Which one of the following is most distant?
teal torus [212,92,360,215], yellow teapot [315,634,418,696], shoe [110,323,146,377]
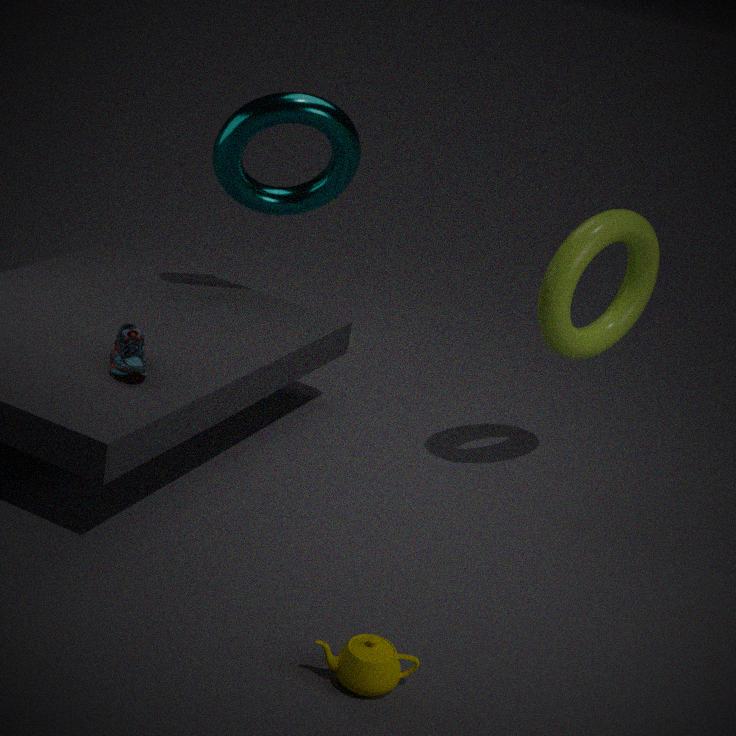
teal torus [212,92,360,215]
